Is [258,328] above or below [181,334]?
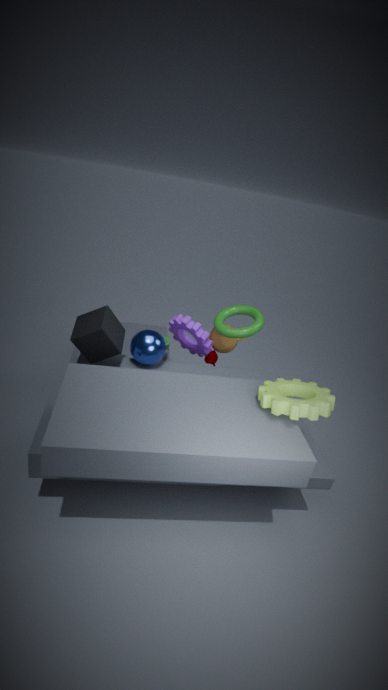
above
